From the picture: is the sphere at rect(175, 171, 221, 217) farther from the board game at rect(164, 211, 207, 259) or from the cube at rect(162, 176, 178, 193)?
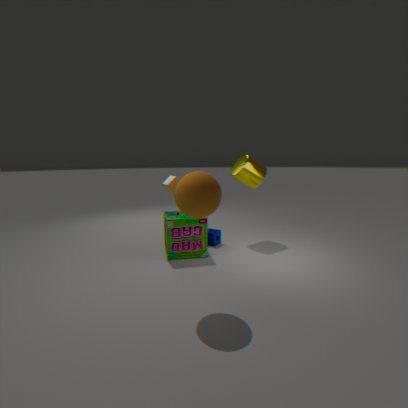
the cube at rect(162, 176, 178, 193)
